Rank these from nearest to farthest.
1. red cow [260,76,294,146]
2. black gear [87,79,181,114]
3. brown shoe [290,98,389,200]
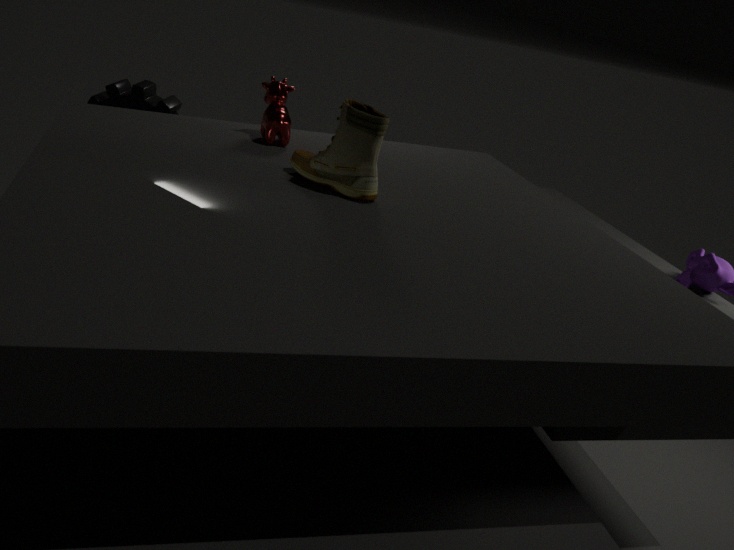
brown shoe [290,98,389,200]
red cow [260,76,294,146]
black gear [87,79,181,114]
